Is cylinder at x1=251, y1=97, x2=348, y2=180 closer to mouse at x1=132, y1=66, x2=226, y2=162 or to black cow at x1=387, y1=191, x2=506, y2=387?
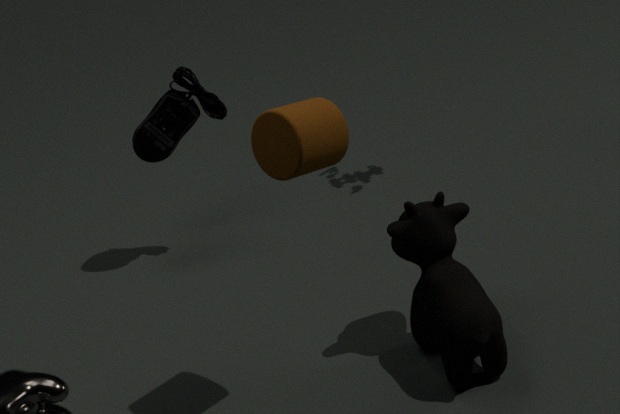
black cow at x1=387, y1=191, x2=506, y2=387
